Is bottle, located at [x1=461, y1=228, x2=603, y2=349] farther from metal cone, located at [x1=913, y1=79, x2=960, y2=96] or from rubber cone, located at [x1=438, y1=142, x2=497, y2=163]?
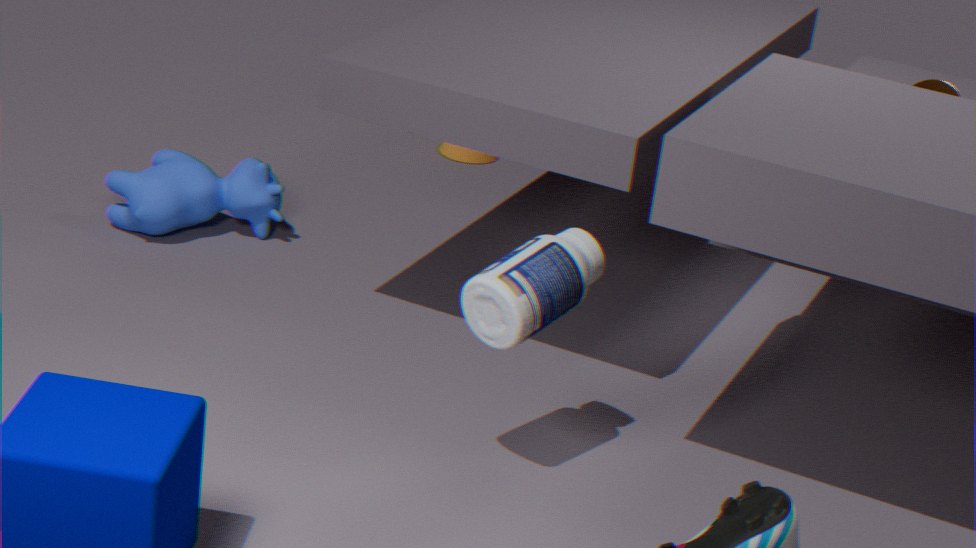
rubber cone, located at [x1=438, y1=142, x2=497, y2=163]
